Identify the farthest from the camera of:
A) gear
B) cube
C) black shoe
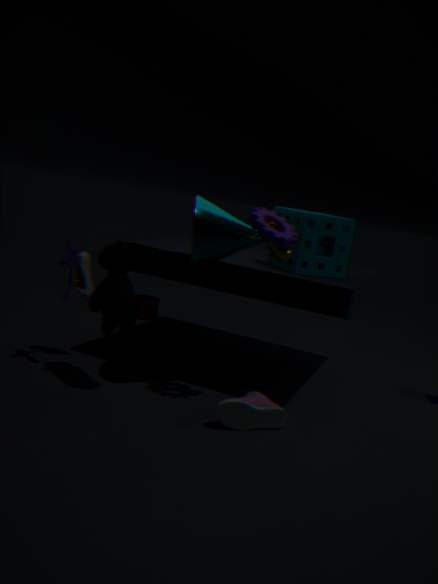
cube
